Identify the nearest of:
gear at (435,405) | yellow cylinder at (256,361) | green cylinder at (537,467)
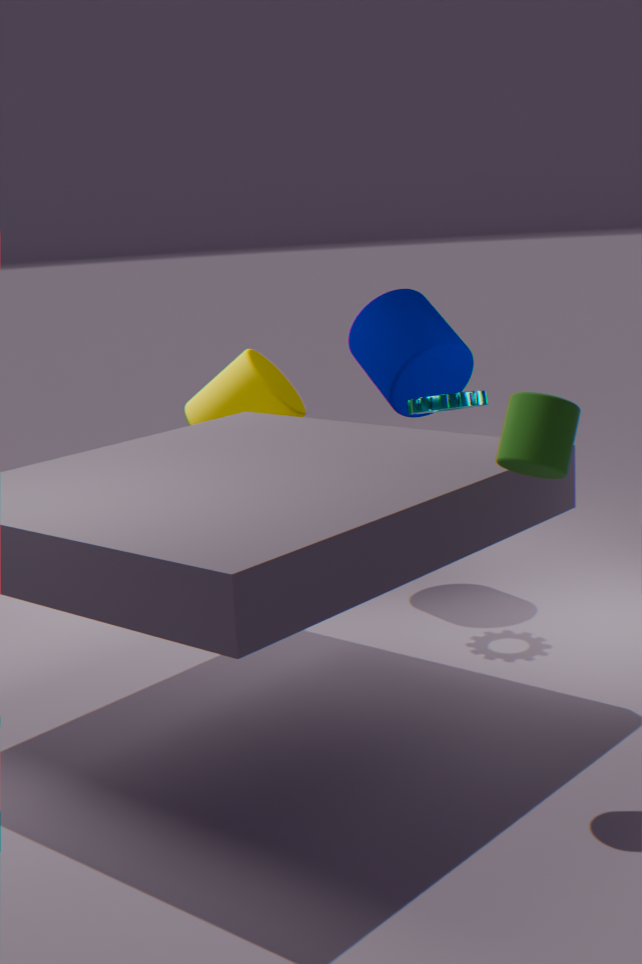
green cylinder at (537,467)
